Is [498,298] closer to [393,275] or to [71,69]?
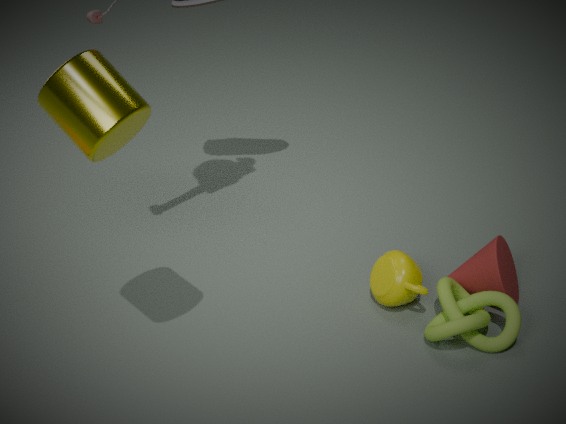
[393,275]
